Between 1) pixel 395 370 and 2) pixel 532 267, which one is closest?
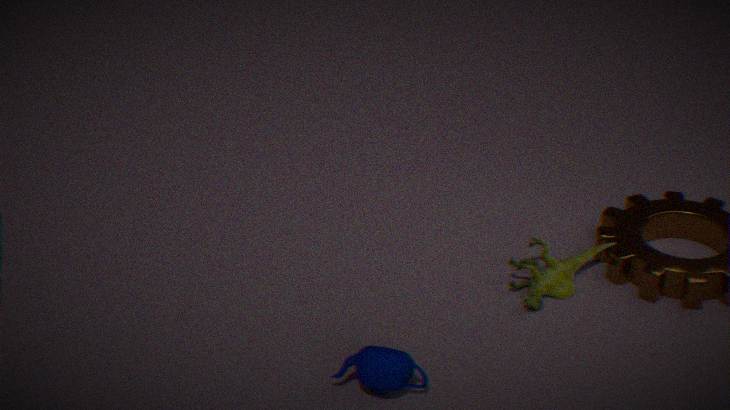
1. pixel 395 370
